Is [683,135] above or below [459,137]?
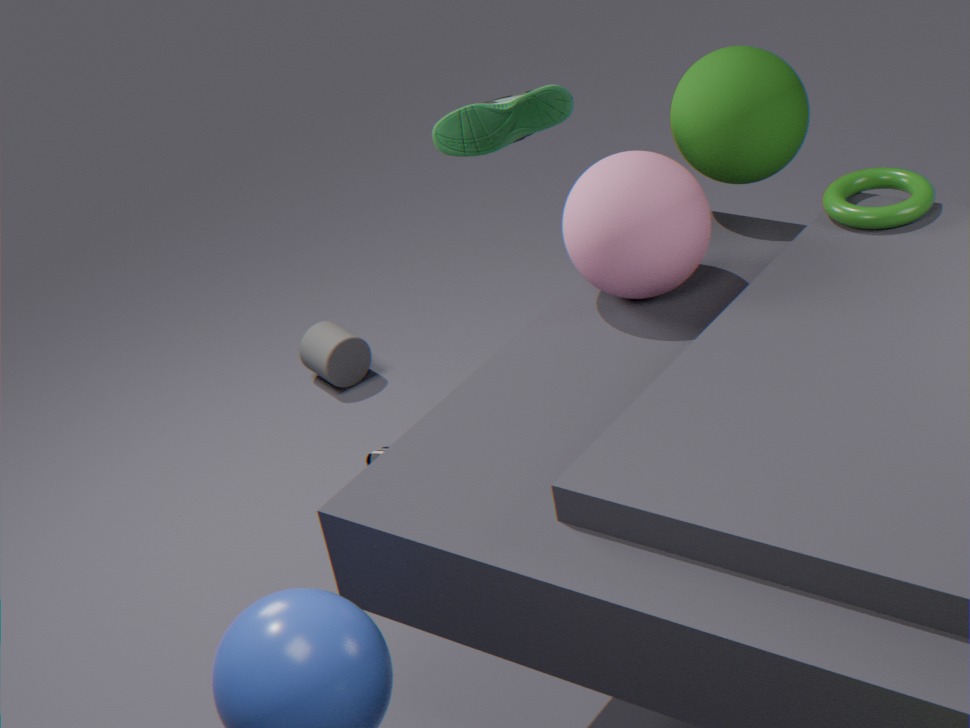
below
